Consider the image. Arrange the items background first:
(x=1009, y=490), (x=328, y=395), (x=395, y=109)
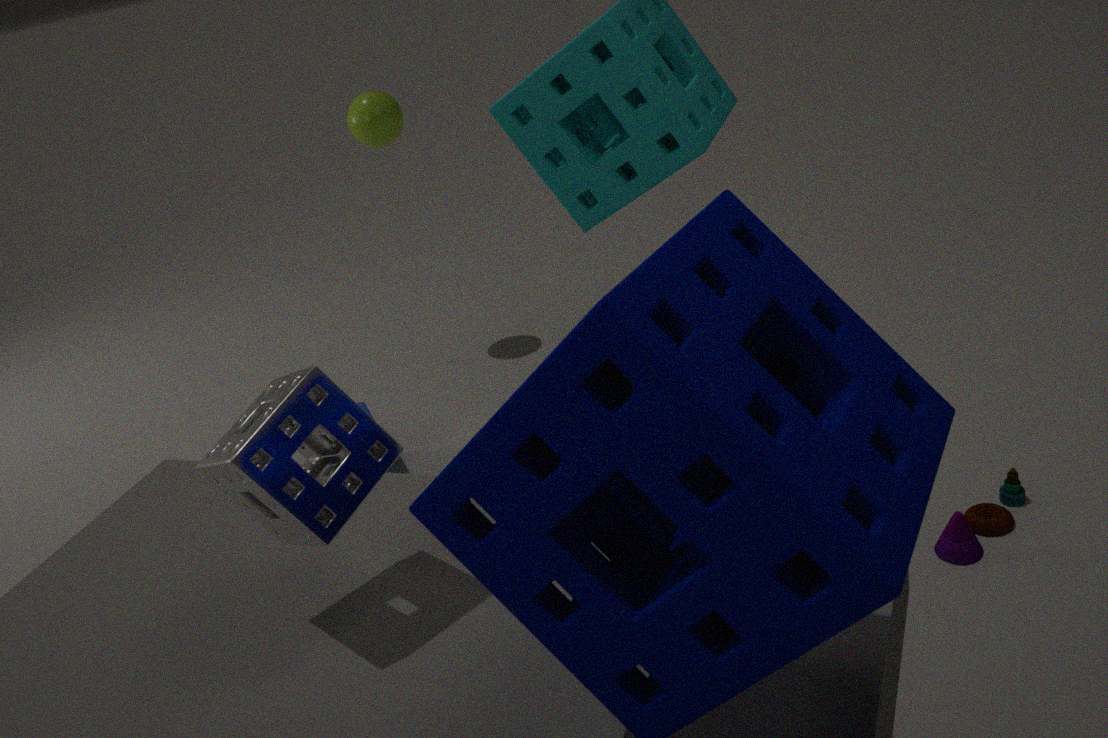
(x=395, y=109)
(x=1009, y=490)
(x=328, y=395)
